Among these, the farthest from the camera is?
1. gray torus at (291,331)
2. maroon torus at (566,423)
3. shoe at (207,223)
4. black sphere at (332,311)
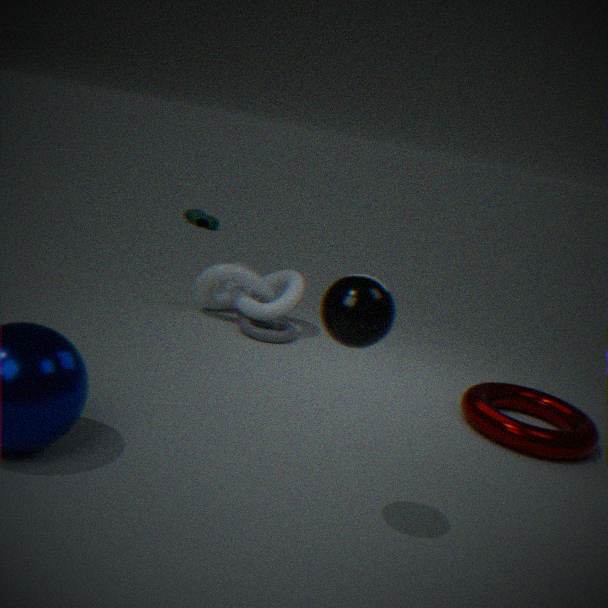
shoe at (207,223)
